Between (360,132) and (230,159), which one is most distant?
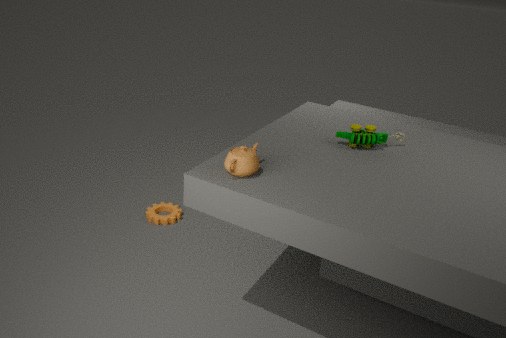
(360,132)
